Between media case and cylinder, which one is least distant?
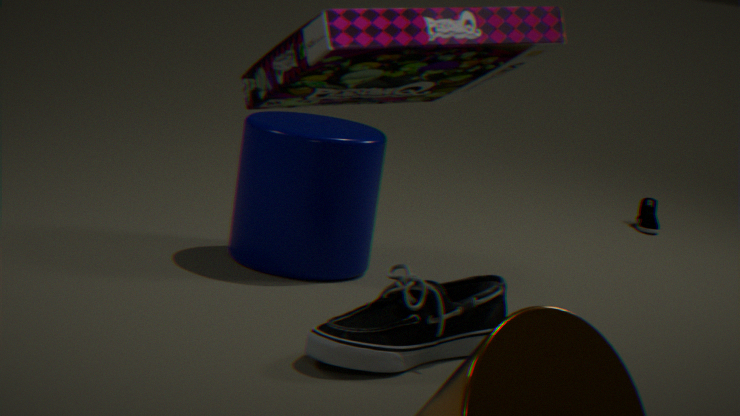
media case
